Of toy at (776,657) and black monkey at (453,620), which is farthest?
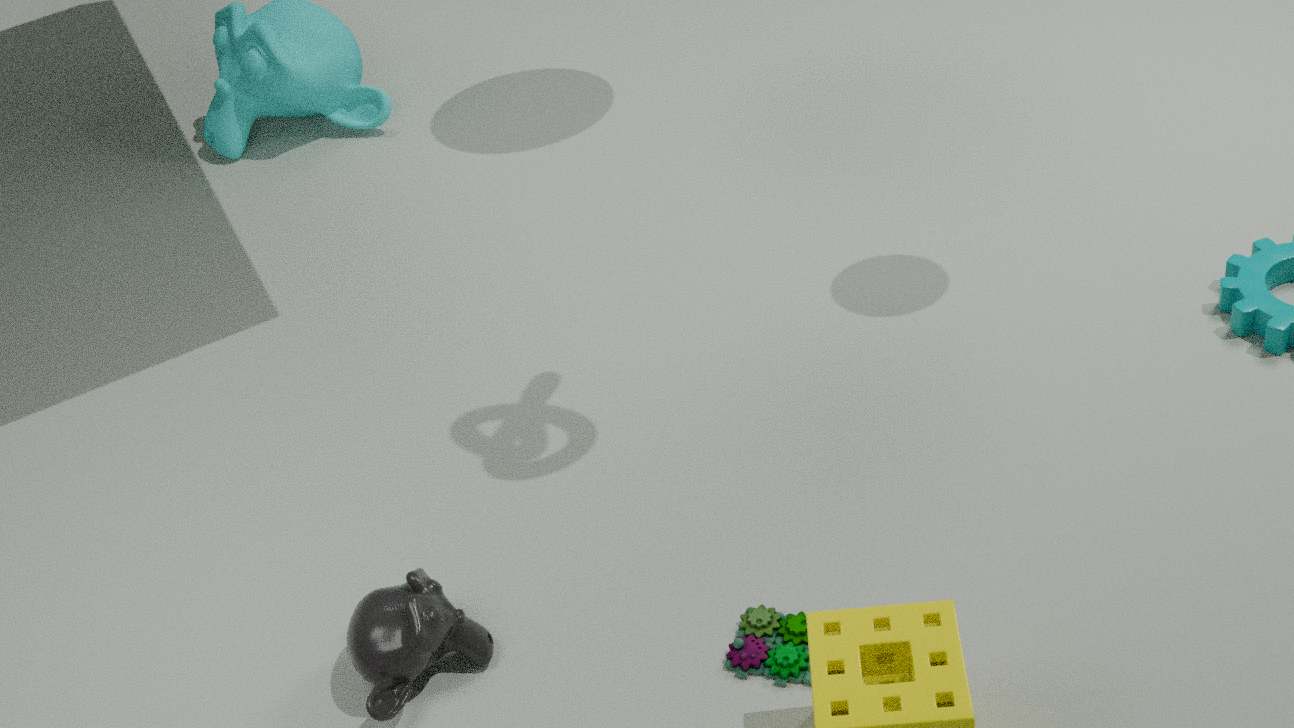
black monkey at (453,620)
